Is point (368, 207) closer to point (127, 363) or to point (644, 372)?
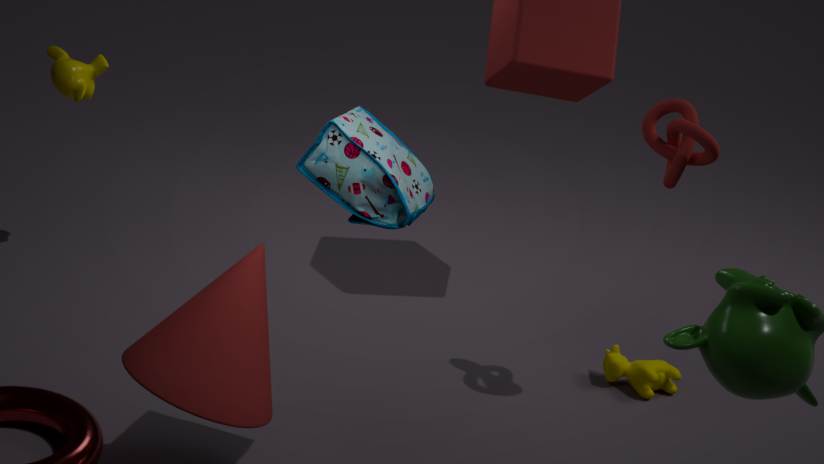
point (127, 363)
